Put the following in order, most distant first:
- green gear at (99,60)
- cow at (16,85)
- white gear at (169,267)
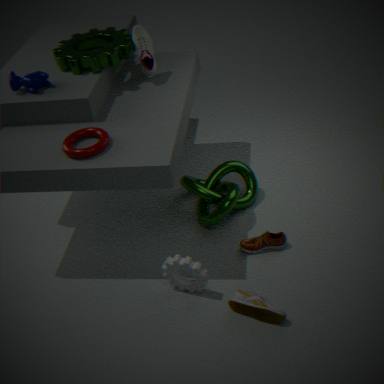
green gear at (99,60)
cow at (16,85)
white gear at (169,267)
